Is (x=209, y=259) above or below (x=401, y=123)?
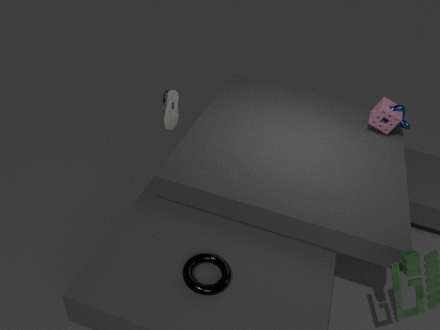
below
